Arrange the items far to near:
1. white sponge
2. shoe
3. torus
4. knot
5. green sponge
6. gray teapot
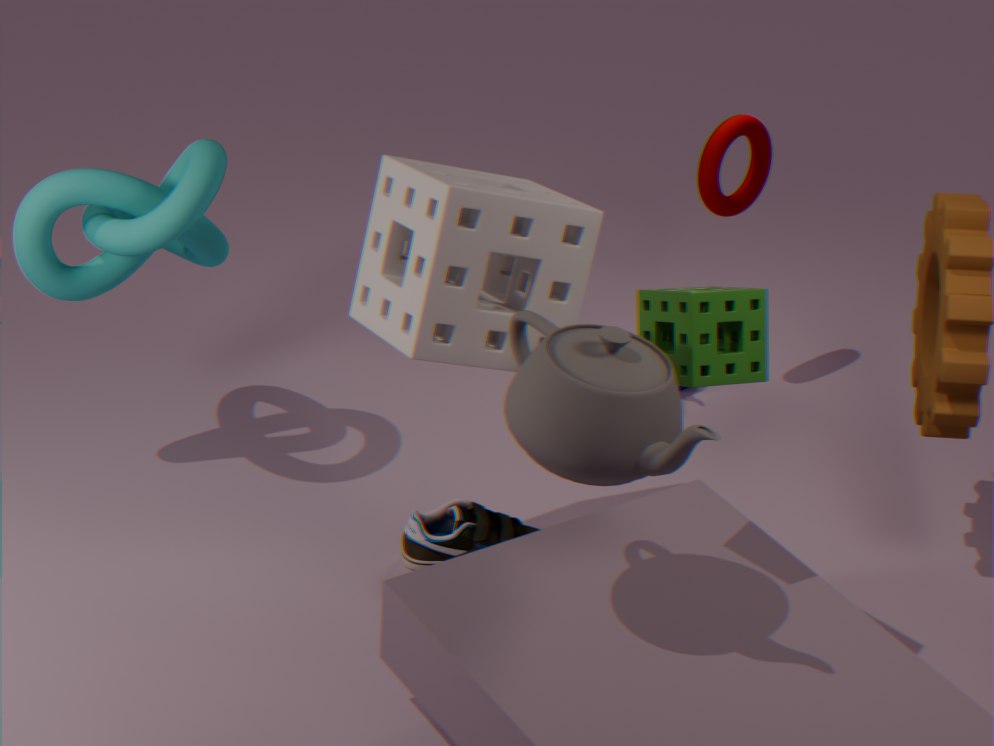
1. torus
2. shoe
3. knot
4. white sponge
5. green sponge
6. gray teapot
